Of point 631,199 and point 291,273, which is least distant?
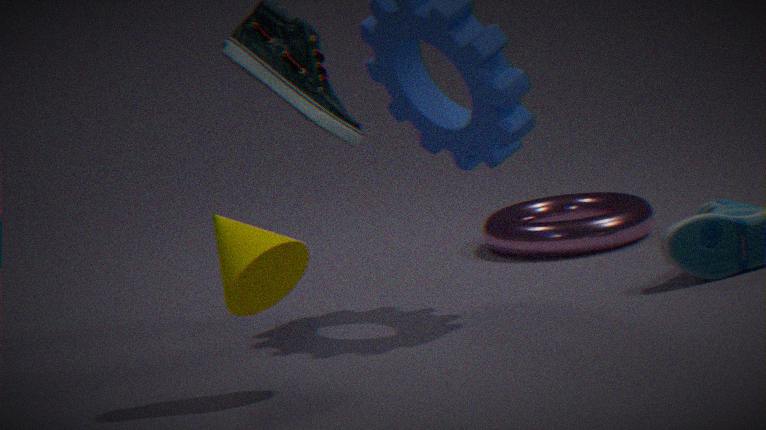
point 291,273
